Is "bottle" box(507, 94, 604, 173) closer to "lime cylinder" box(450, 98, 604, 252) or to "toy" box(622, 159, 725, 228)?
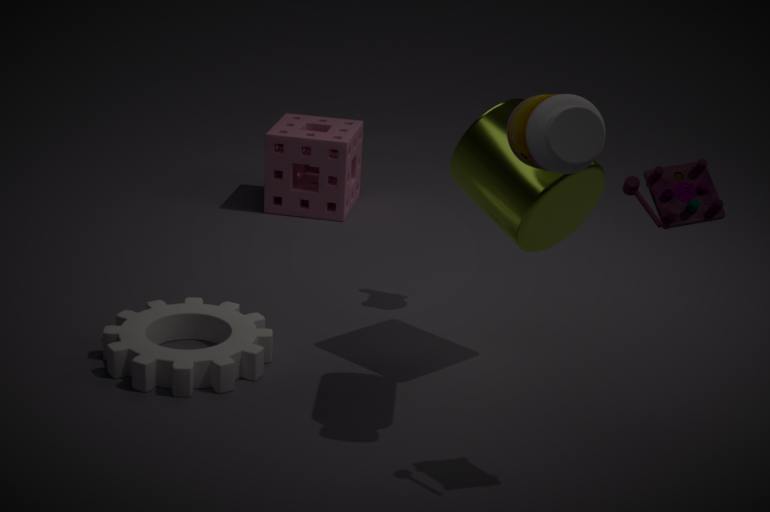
"lime cylinder" box(450, 98, 604, 252)
